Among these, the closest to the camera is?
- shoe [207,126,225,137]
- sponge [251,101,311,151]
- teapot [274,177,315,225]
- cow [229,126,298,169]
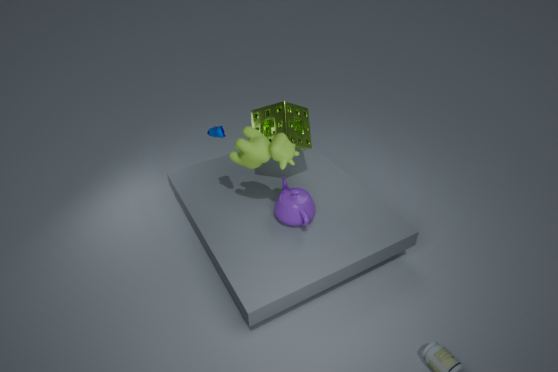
cow [229,126,298,169]
